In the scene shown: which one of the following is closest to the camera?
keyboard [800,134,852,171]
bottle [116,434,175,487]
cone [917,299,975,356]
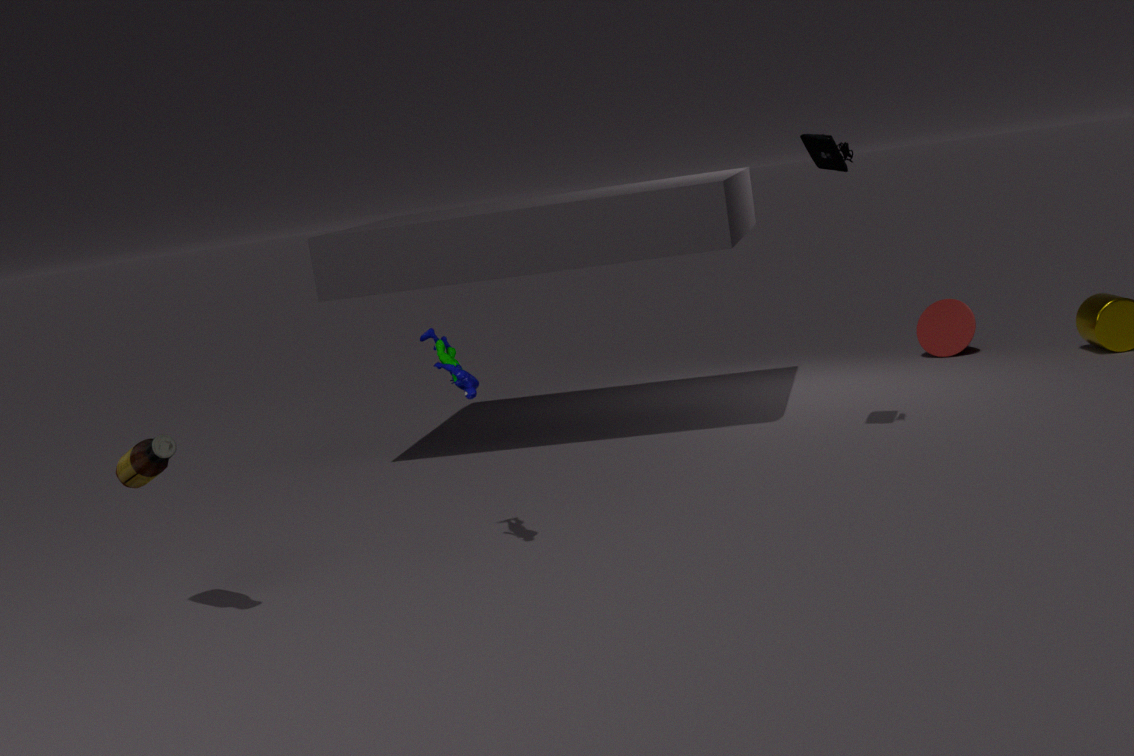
bottle [116,434,175,487]
